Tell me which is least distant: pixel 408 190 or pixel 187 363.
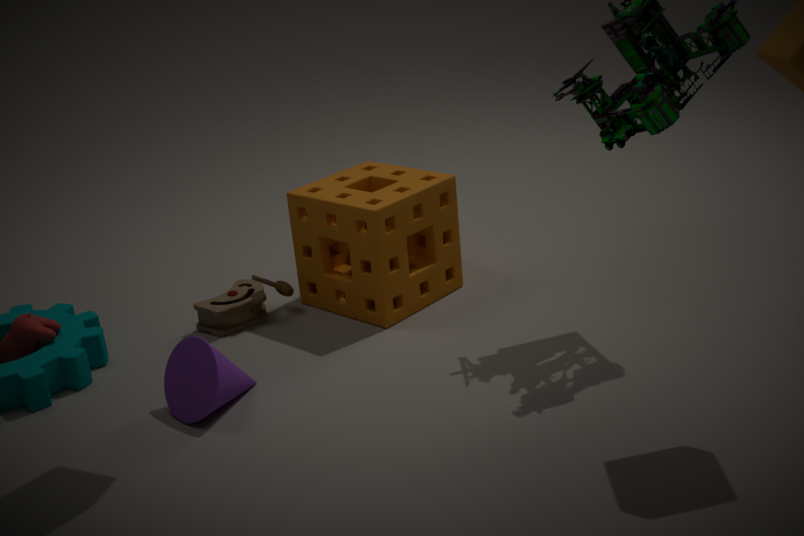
pixel 187 363
